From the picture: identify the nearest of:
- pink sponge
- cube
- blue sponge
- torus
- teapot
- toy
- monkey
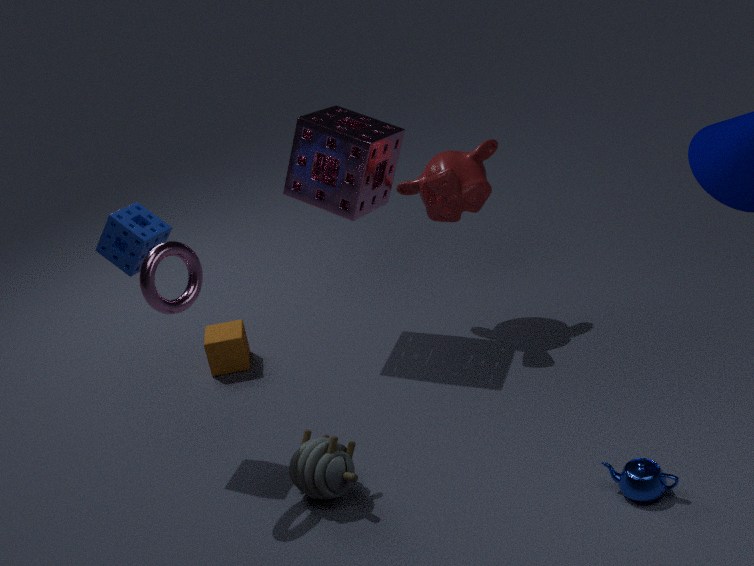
teapot
